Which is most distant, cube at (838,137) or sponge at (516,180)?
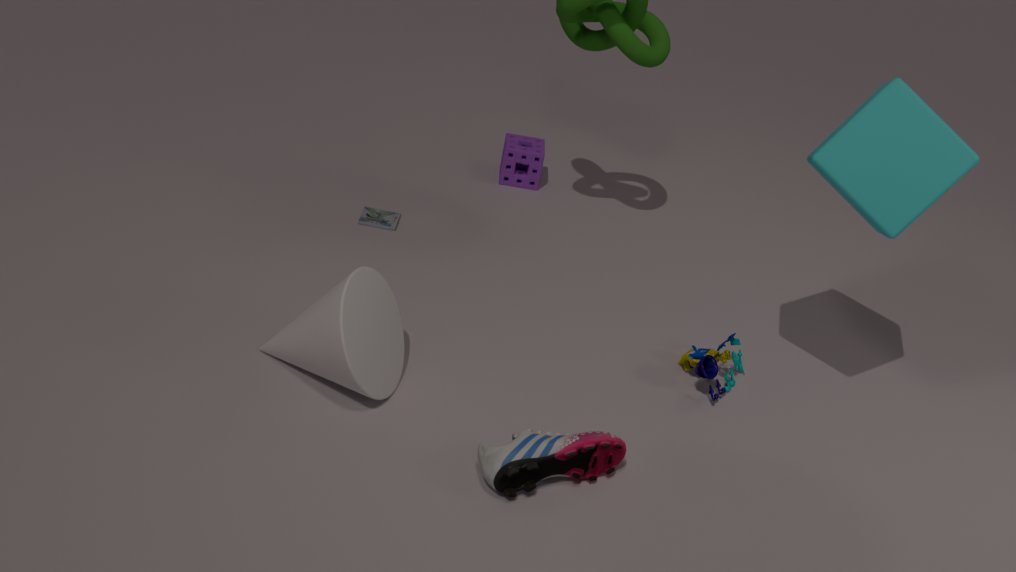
sponge at (516,180)
